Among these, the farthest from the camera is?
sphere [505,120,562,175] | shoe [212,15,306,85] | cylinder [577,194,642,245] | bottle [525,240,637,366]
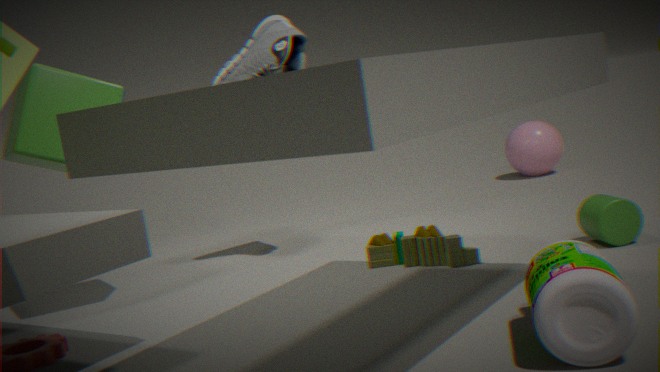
sphere [505,120,562,175]
